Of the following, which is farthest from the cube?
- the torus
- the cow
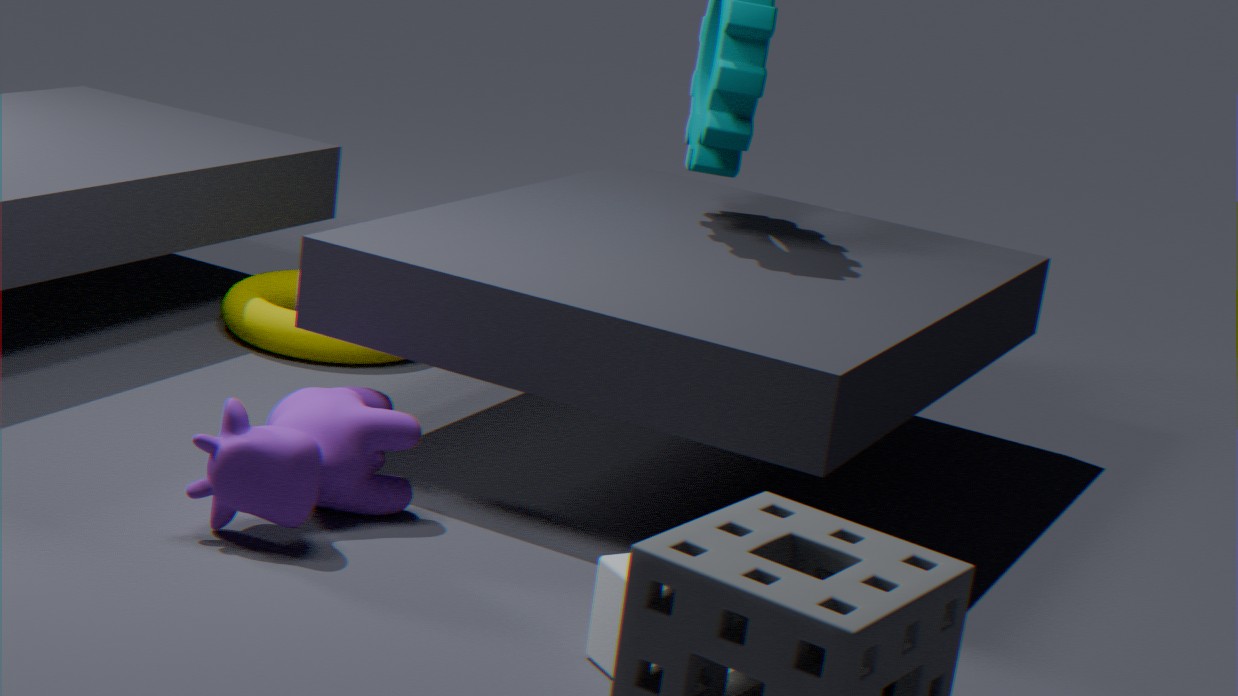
the torus
